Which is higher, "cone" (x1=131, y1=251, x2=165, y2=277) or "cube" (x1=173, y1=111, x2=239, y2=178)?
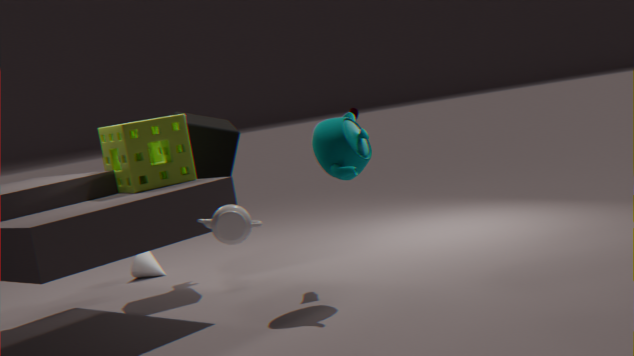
"cube" (x1=173, y1=111, x2=239, y2=178)
